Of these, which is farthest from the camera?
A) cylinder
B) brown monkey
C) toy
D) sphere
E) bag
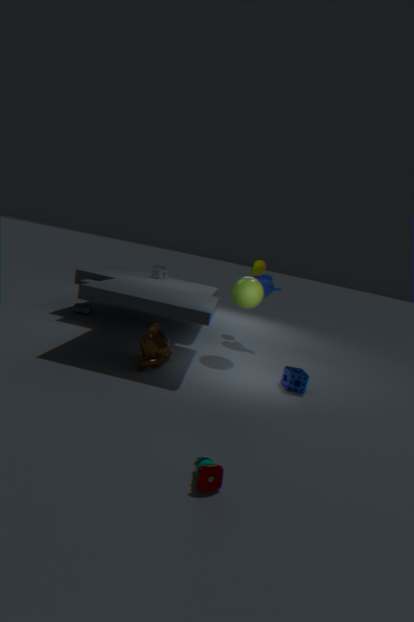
cylinder
